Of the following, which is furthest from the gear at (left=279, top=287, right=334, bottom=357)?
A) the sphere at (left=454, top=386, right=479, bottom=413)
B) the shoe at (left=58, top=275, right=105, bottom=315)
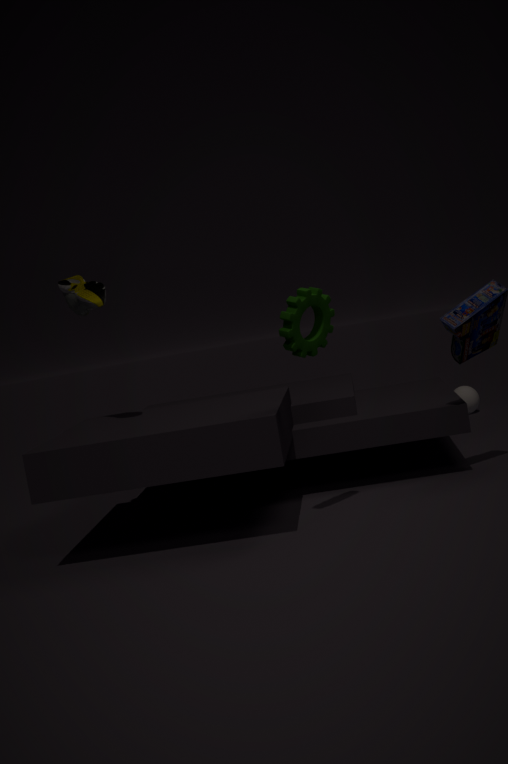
the sphere at (left=454, top=386, right=479, bottom=413)
